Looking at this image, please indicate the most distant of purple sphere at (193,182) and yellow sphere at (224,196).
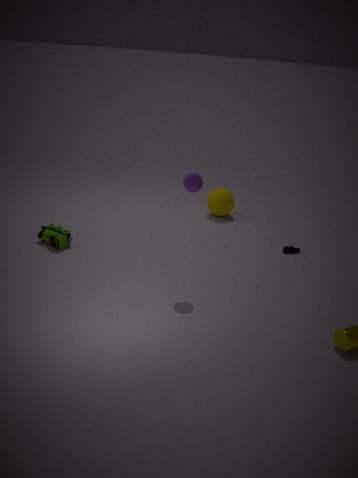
yellow sphere at (224,196)
